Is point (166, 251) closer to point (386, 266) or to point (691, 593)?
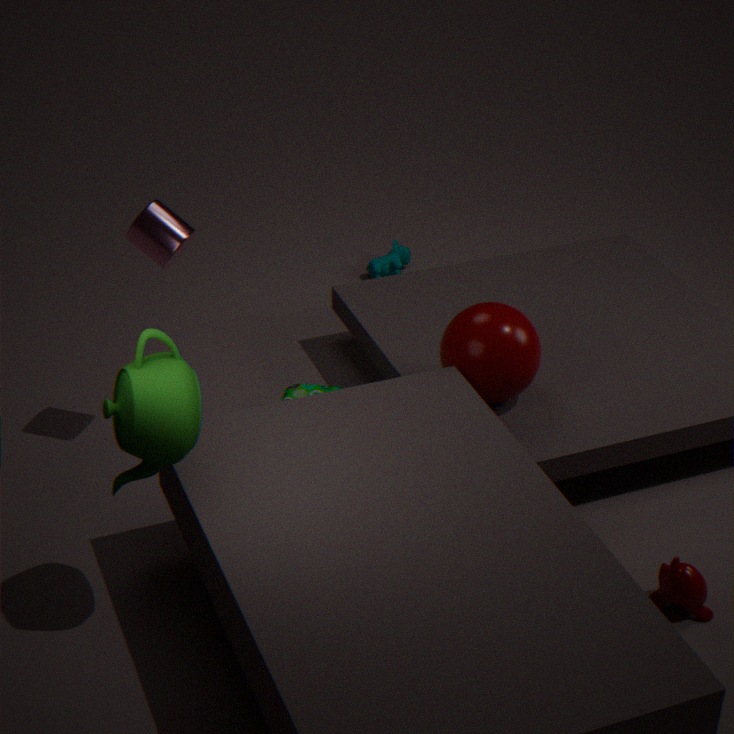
point (386, 266)
